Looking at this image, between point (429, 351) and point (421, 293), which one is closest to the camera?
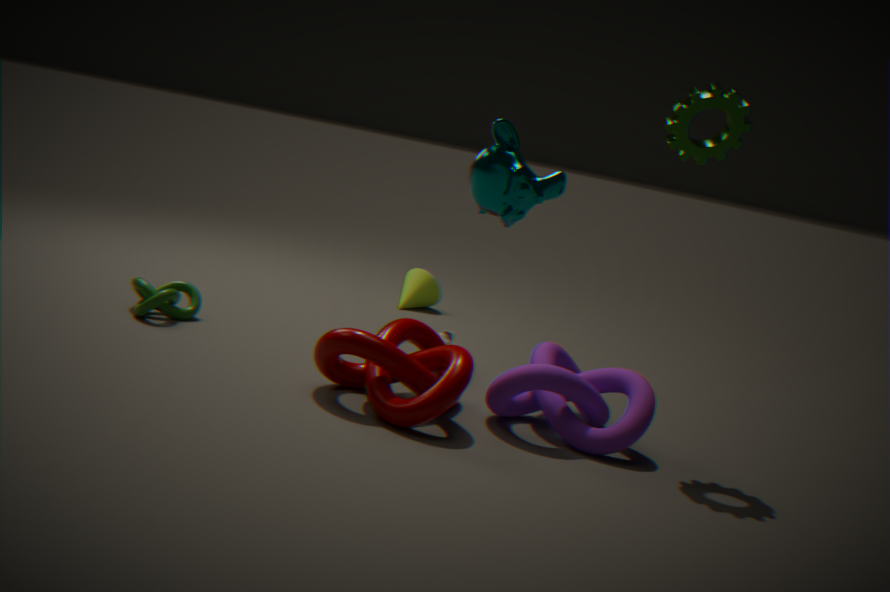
point (429, 351)
